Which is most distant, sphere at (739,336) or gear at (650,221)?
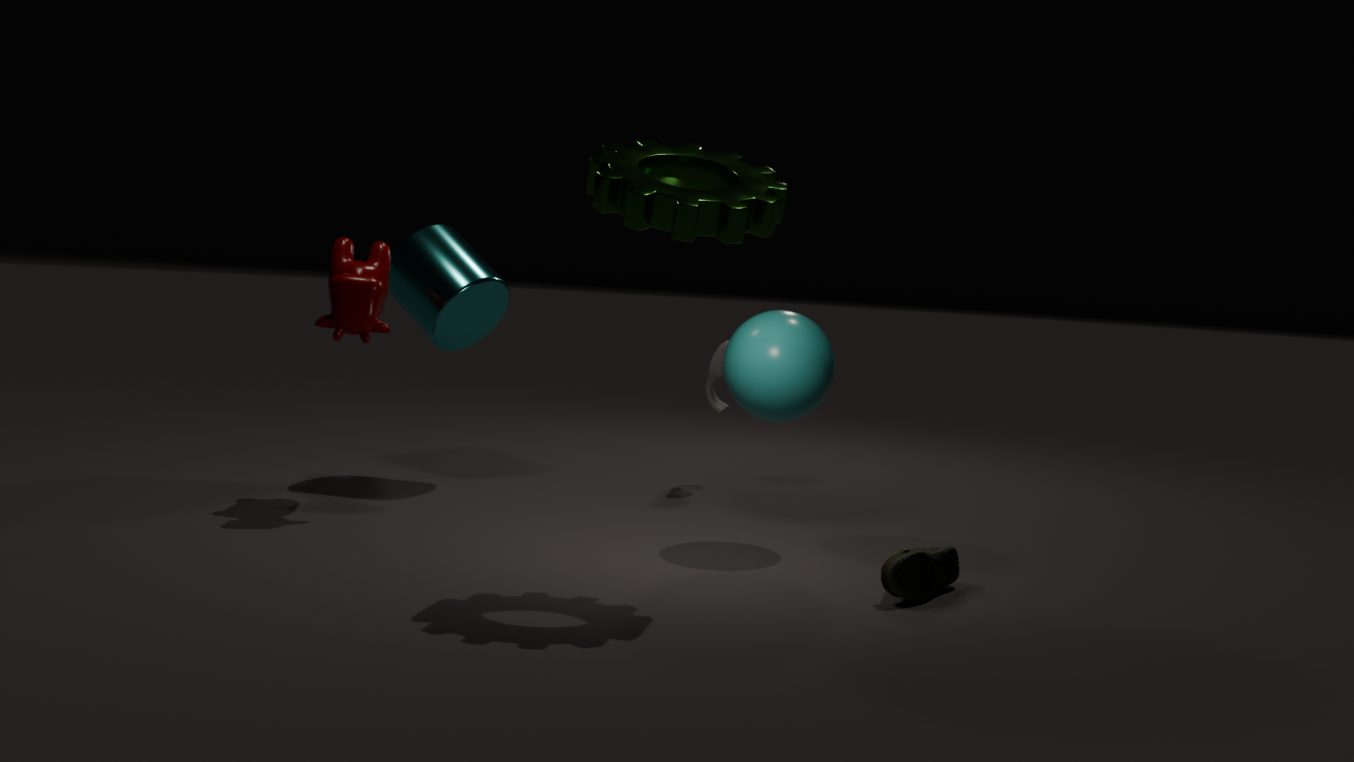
sphere at (739,336)
